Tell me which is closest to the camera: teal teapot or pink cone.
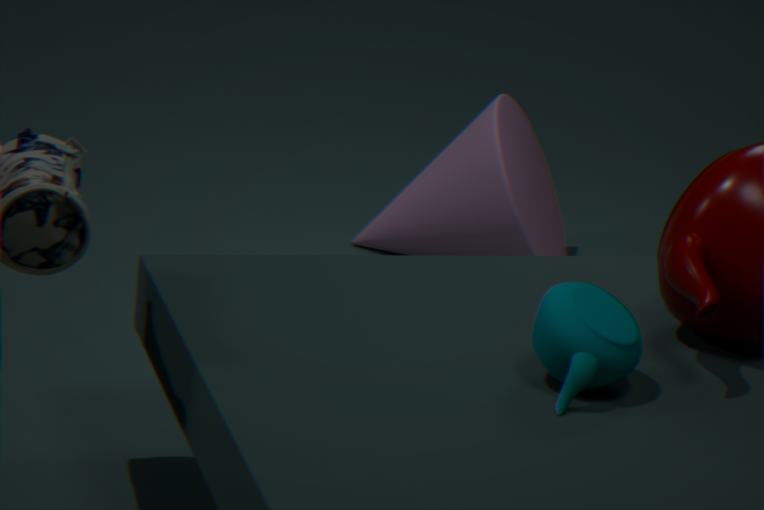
teal teapot
